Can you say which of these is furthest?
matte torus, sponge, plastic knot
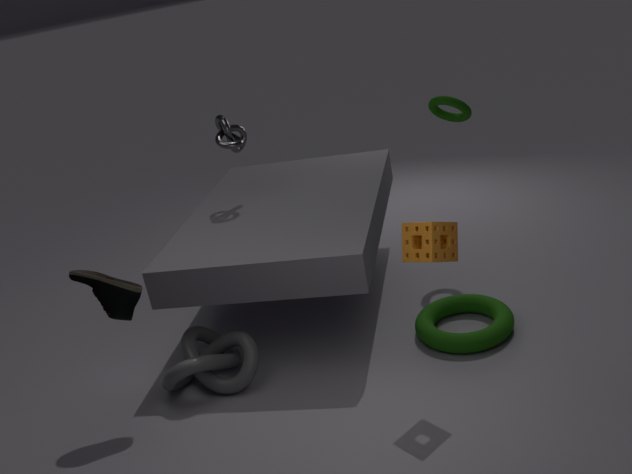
matte torus
